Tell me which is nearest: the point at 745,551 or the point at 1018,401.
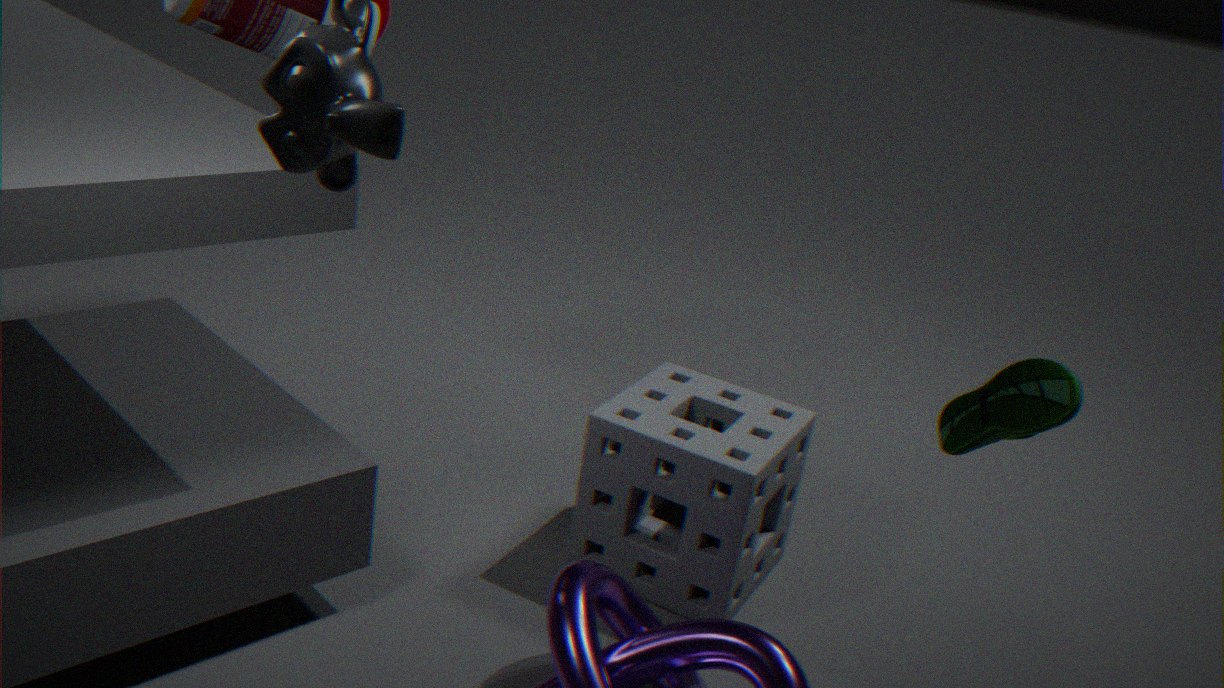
the point at 1018,401
